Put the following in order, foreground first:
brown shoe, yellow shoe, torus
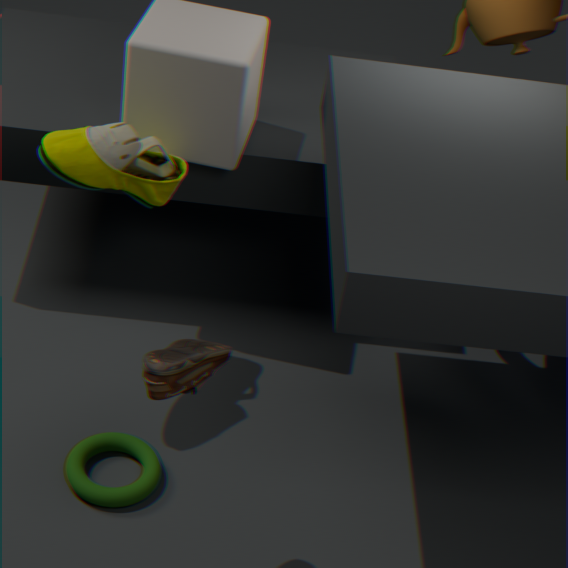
brown shoe → yellow shoe → torus
